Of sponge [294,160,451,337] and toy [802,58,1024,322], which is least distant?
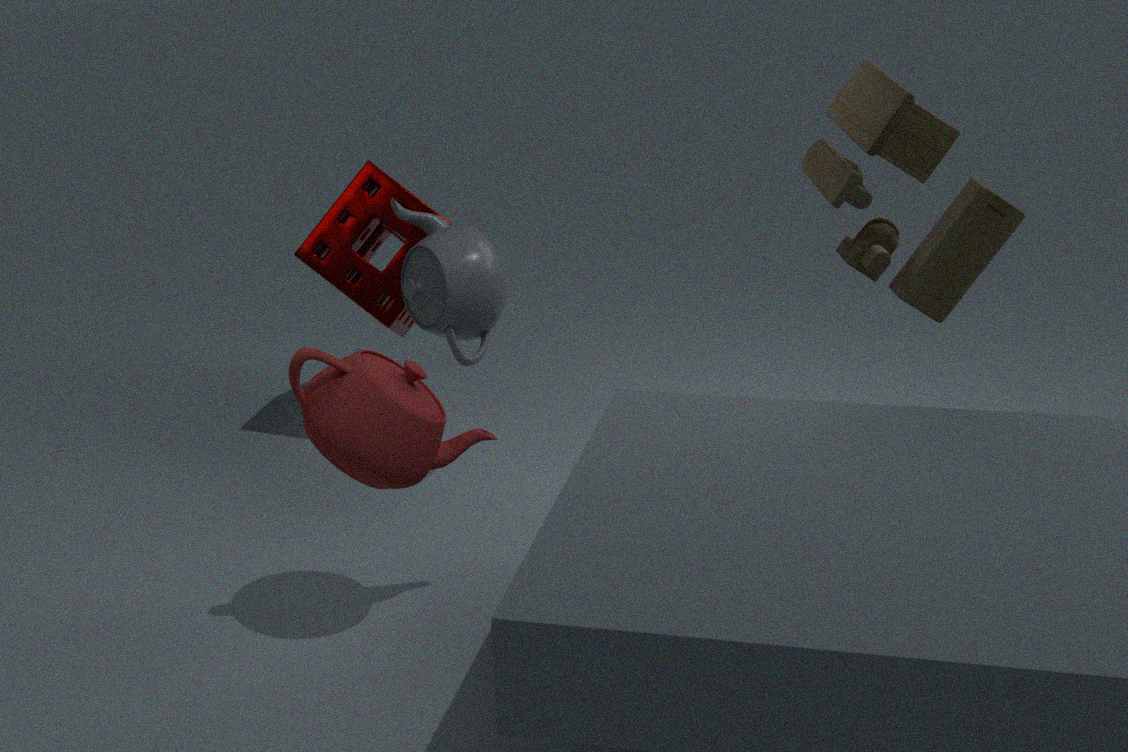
toy [802,58,1024,322]
